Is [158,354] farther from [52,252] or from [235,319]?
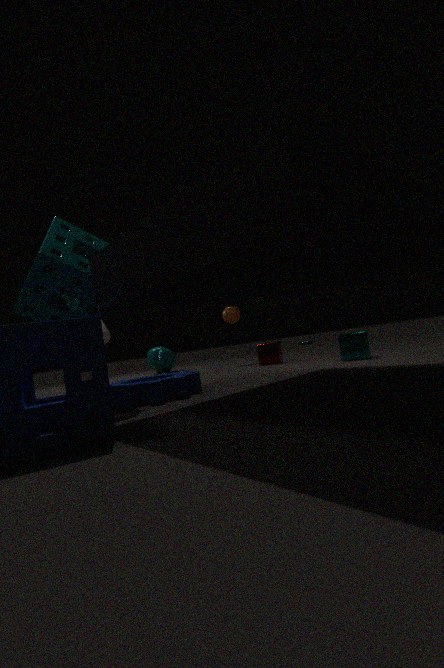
[52,252]
